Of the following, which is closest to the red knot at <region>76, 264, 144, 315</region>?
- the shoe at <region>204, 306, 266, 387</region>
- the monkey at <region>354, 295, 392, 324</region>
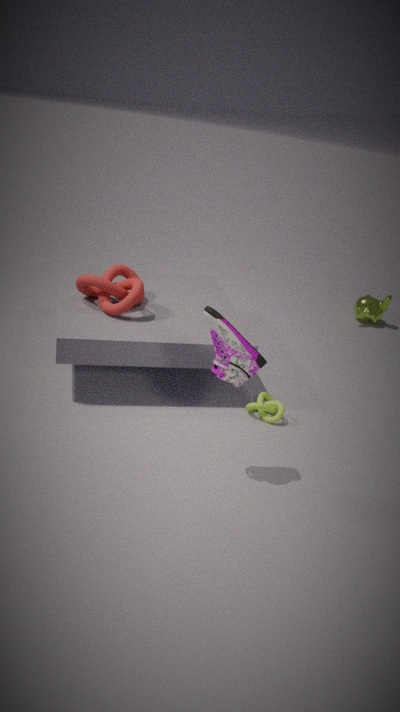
the shoe at <region>204, 306, 266, 387</region>
